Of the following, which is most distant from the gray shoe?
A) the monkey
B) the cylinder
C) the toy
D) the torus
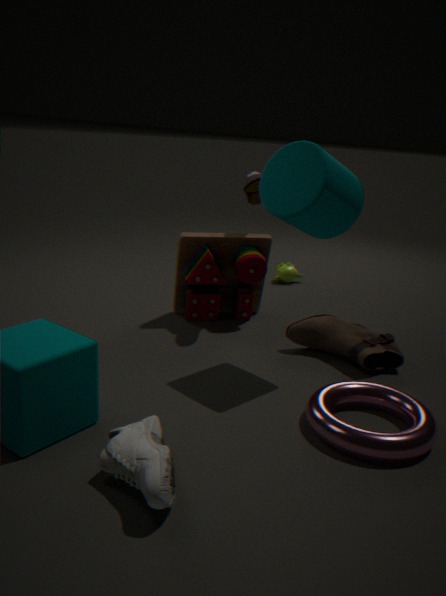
the monkey
